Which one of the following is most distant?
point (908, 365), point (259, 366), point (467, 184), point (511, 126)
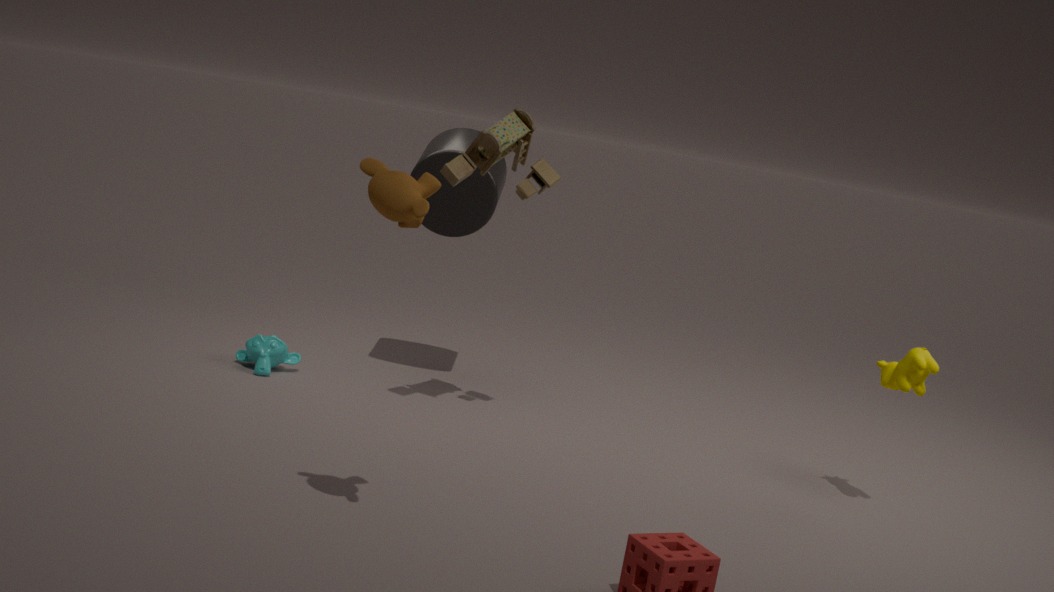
point (467, 184)
